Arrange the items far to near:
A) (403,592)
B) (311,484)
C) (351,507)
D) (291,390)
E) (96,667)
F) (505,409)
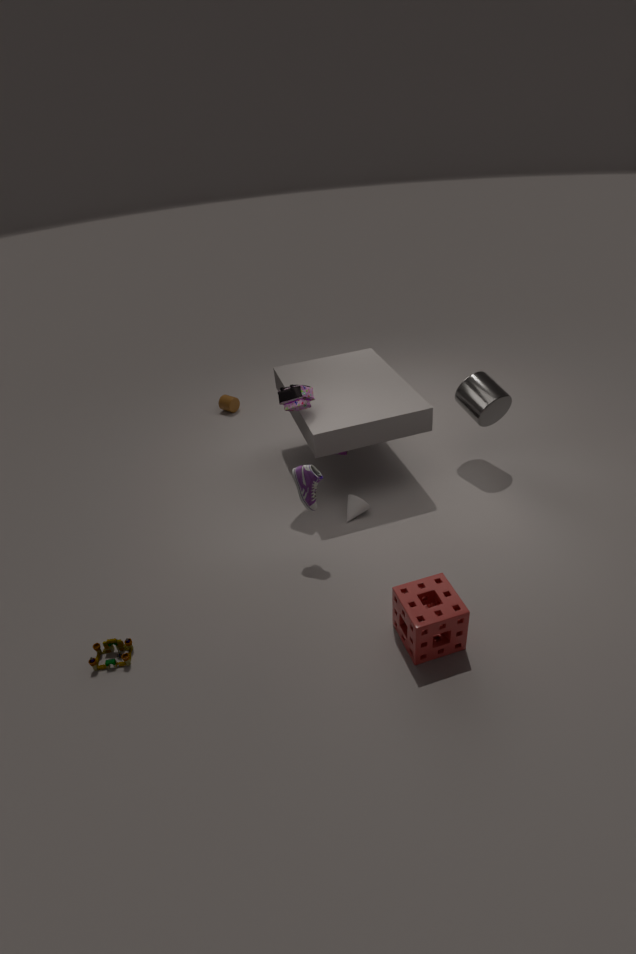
(505,409)
(351,507)
(291,390)
(311,484)
(96,667)
(403,592)
